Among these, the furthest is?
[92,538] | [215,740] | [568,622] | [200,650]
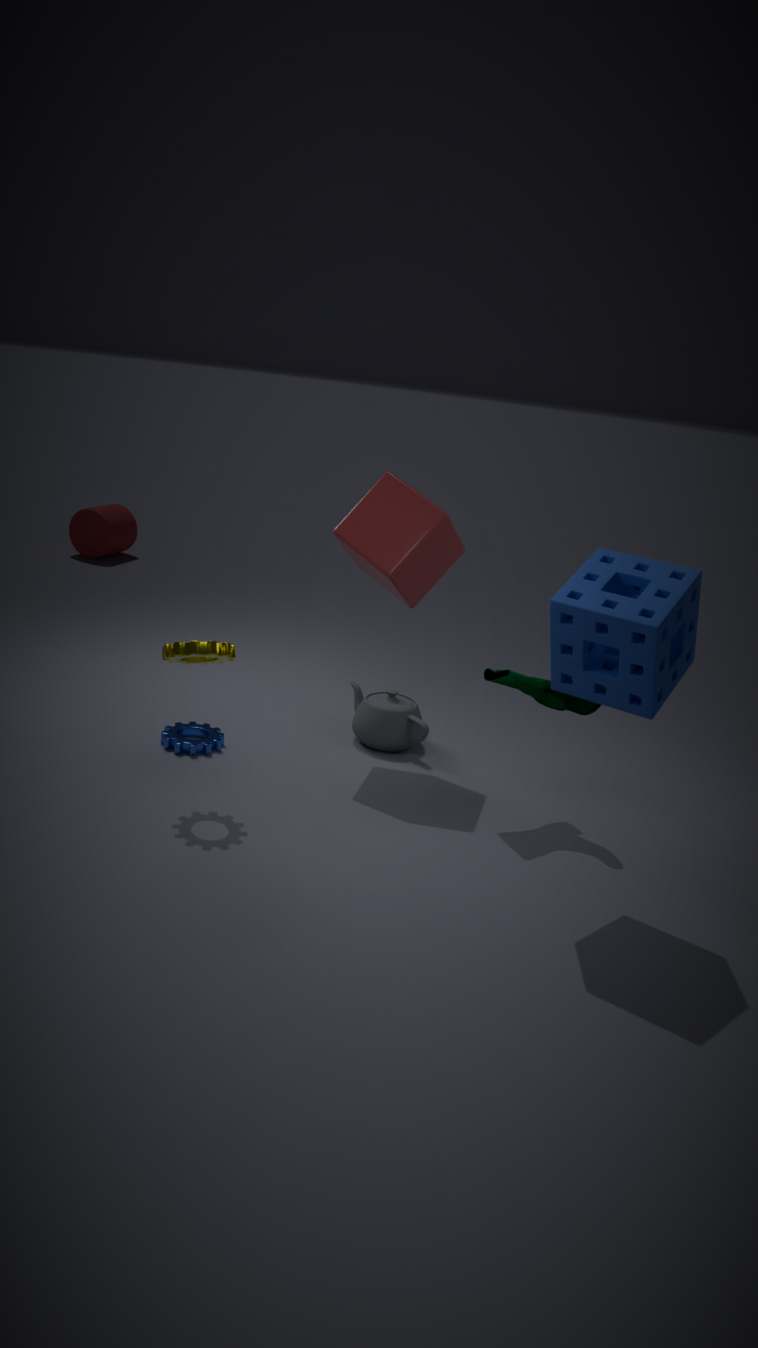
[92,538]
